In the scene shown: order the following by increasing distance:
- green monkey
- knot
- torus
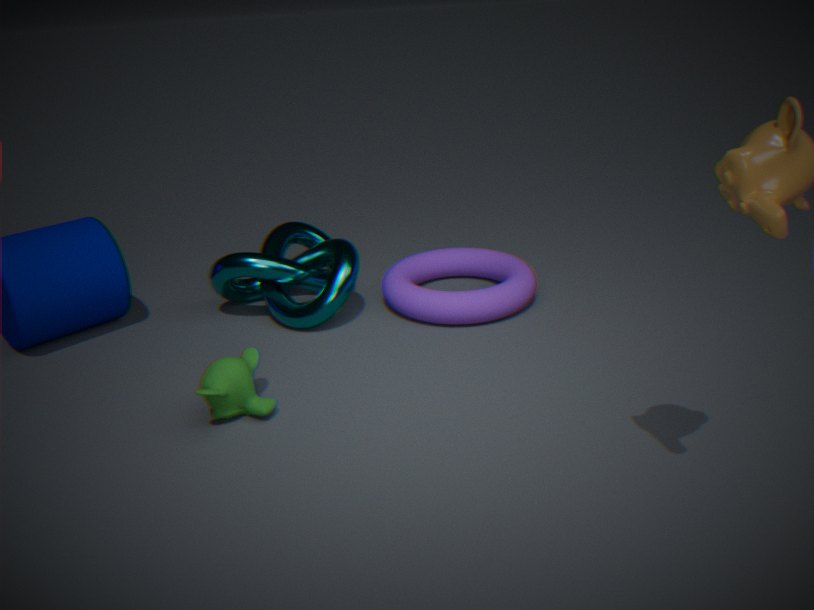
green monkey < torus < knot
